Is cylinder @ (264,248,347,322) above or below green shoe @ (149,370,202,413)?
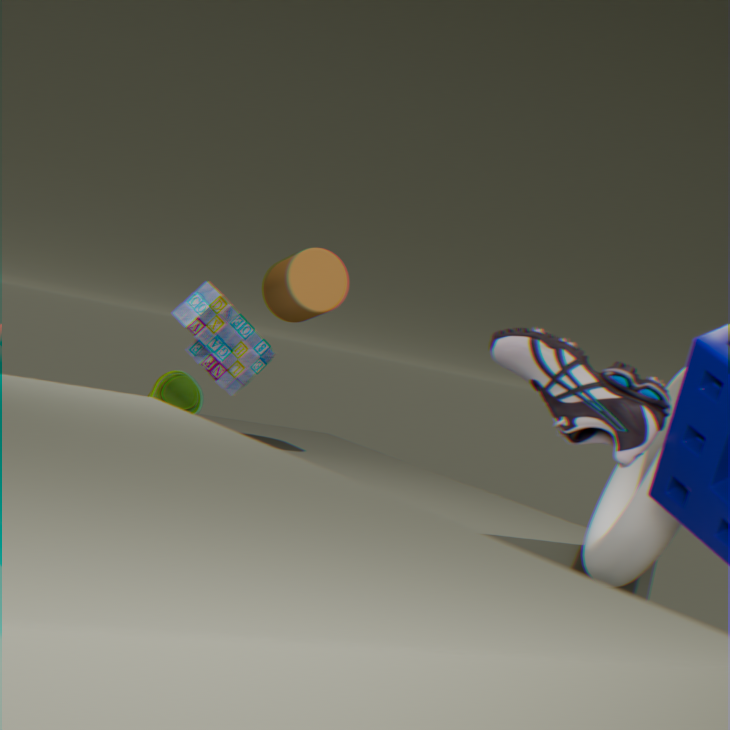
above
